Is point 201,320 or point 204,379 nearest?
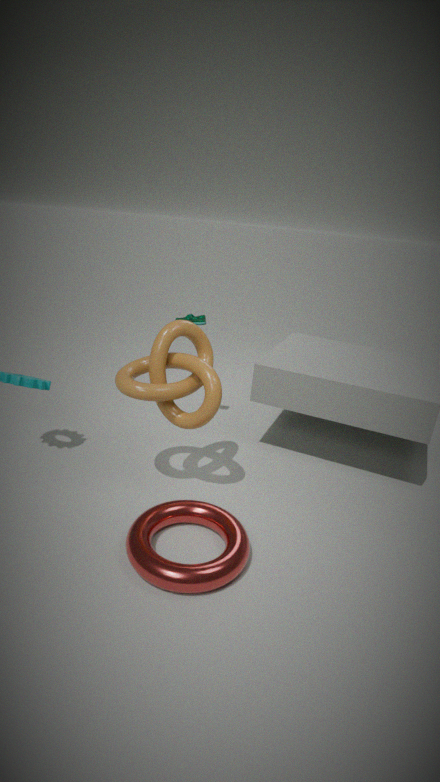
point 204,379
